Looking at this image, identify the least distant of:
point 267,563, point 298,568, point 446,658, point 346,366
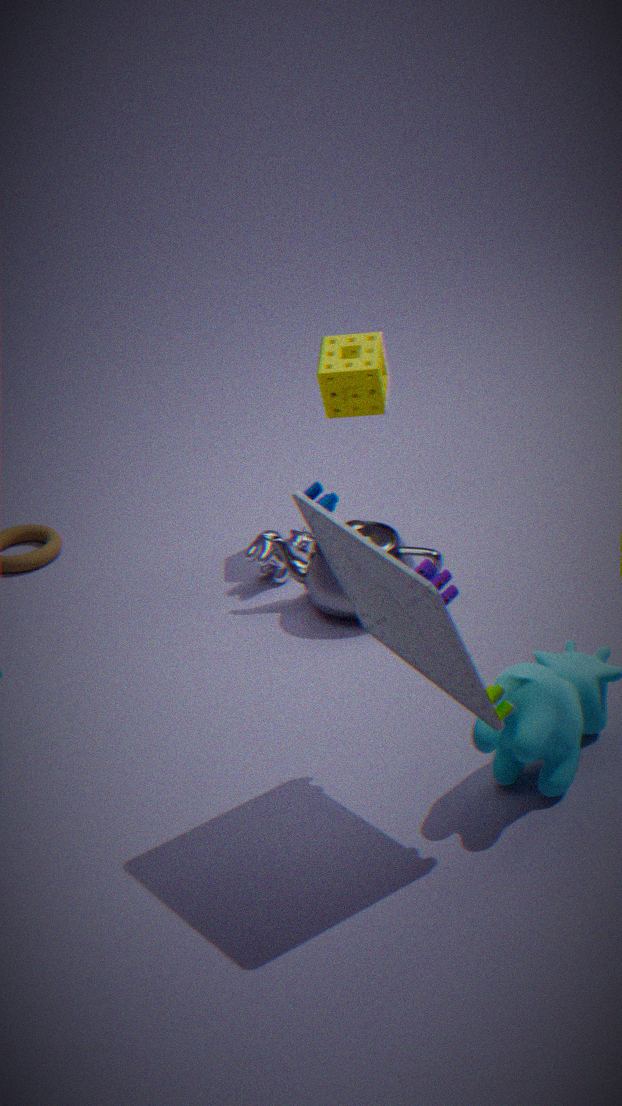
point 446,658
